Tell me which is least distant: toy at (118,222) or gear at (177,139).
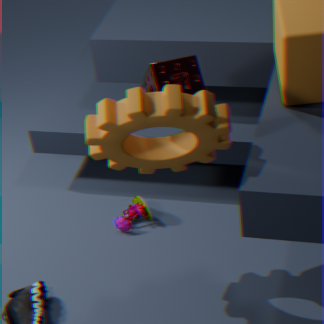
gear at (177,139)
